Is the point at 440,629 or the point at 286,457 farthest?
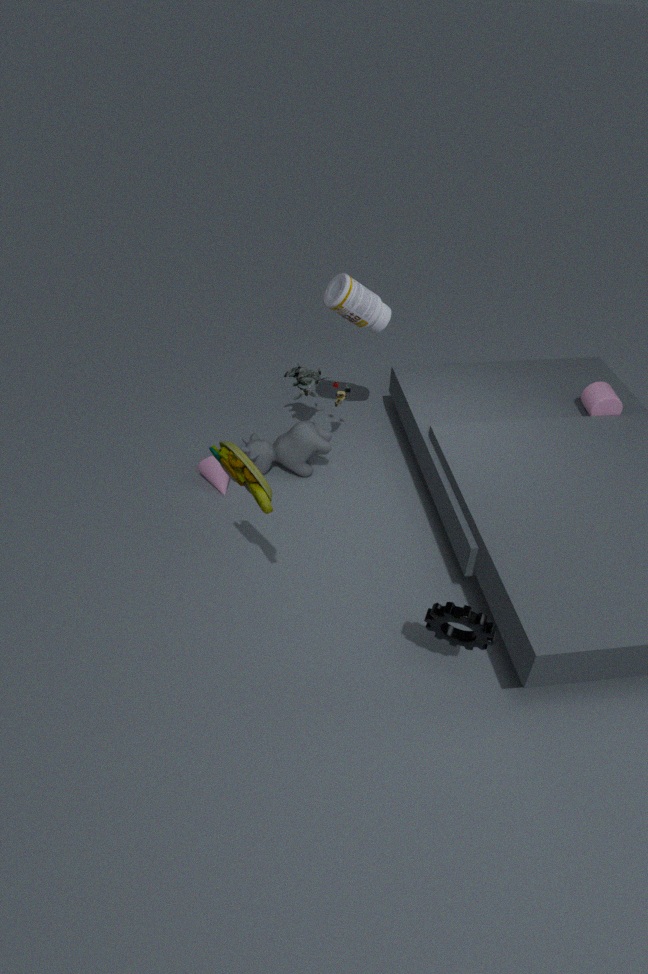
the point at 286,457
